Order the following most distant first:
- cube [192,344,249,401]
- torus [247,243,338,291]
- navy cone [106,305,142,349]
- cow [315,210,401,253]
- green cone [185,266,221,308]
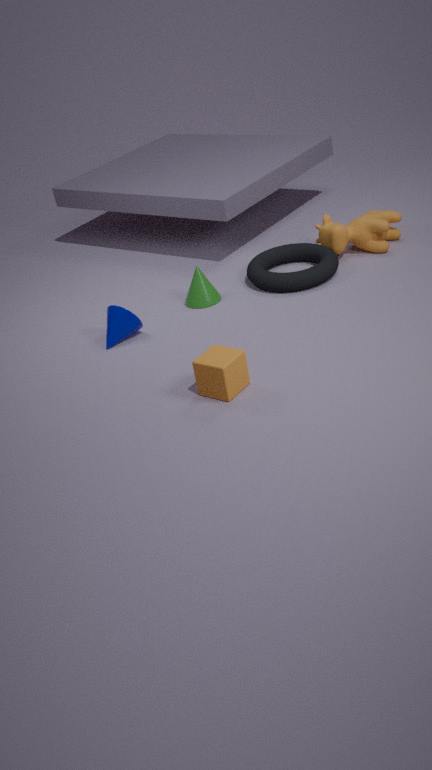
cow [315,210,401,253]
green cone [185,266,221,308]
torus [247,243,338,291]
navy cone [106,305,142,349]
cube [192,344,249,401]
